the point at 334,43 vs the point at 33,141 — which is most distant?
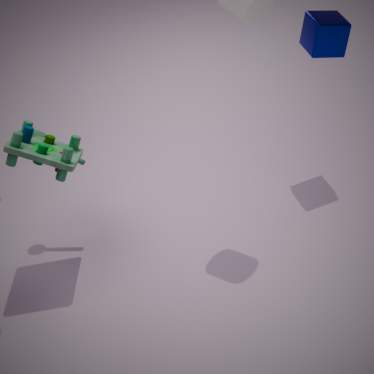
the point at 334,43
